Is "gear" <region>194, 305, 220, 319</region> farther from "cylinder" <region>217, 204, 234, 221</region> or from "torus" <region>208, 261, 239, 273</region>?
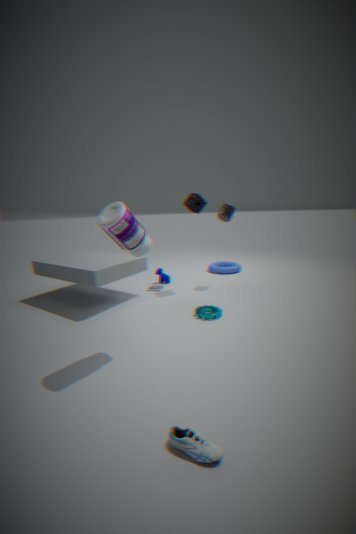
"torus" <region>208, 261, 239, 273</region>
